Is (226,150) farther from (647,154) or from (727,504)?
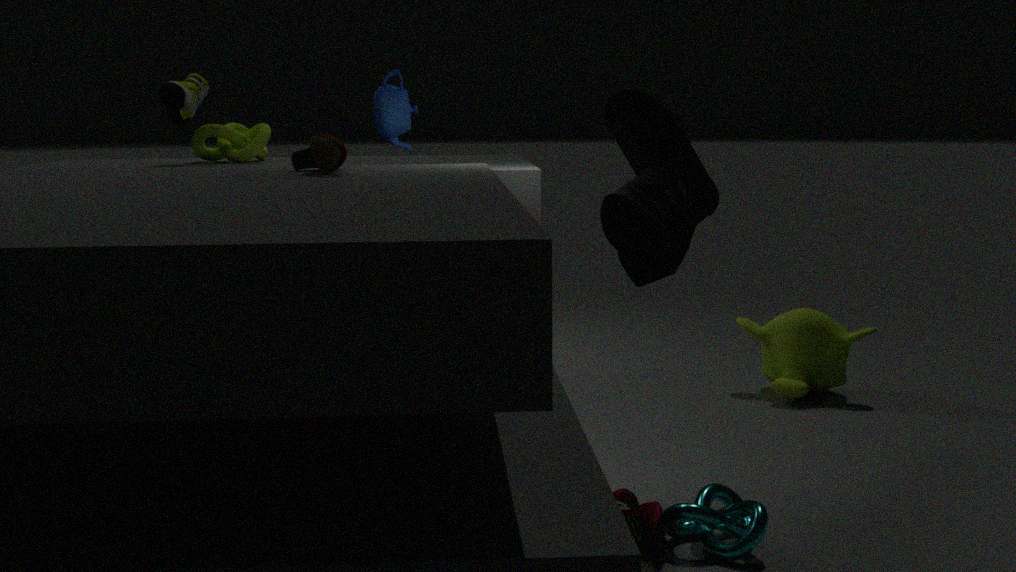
(727,504)
